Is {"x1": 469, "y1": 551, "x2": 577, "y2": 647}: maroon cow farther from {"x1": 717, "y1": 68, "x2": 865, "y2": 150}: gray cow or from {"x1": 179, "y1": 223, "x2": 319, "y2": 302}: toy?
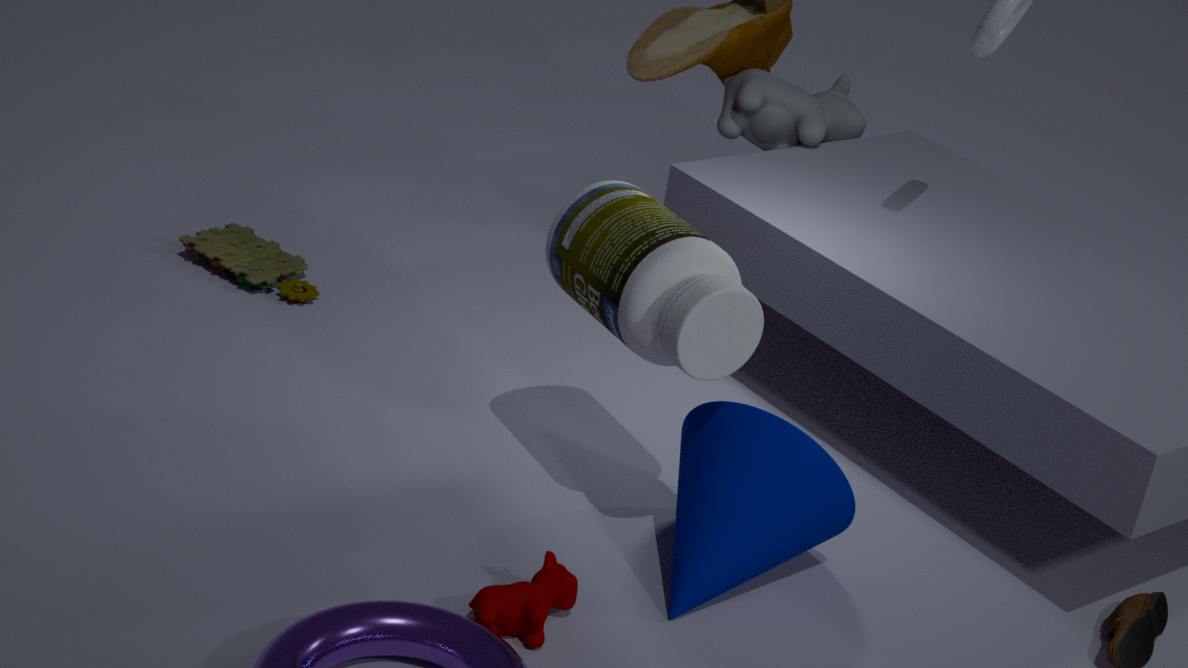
Answer: {"x1": 717, "y1": 68, "x2": 865, "y2": 150}: gray cow
